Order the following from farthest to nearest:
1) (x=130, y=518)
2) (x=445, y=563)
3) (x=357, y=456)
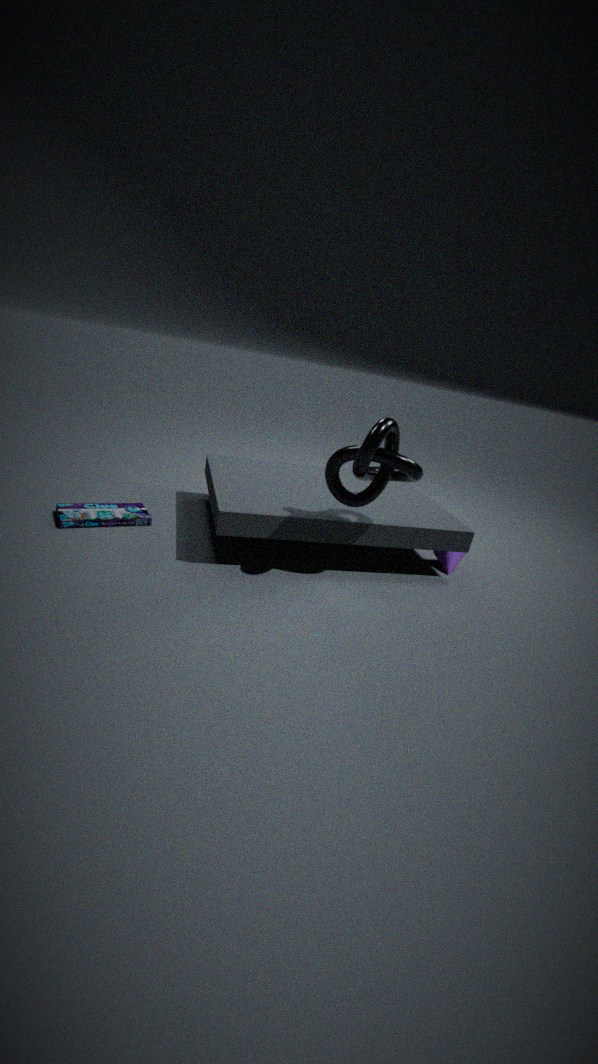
2. (x=445, y=563) → 1. (x=130, y=518) → 3. (x=357, y=456)
